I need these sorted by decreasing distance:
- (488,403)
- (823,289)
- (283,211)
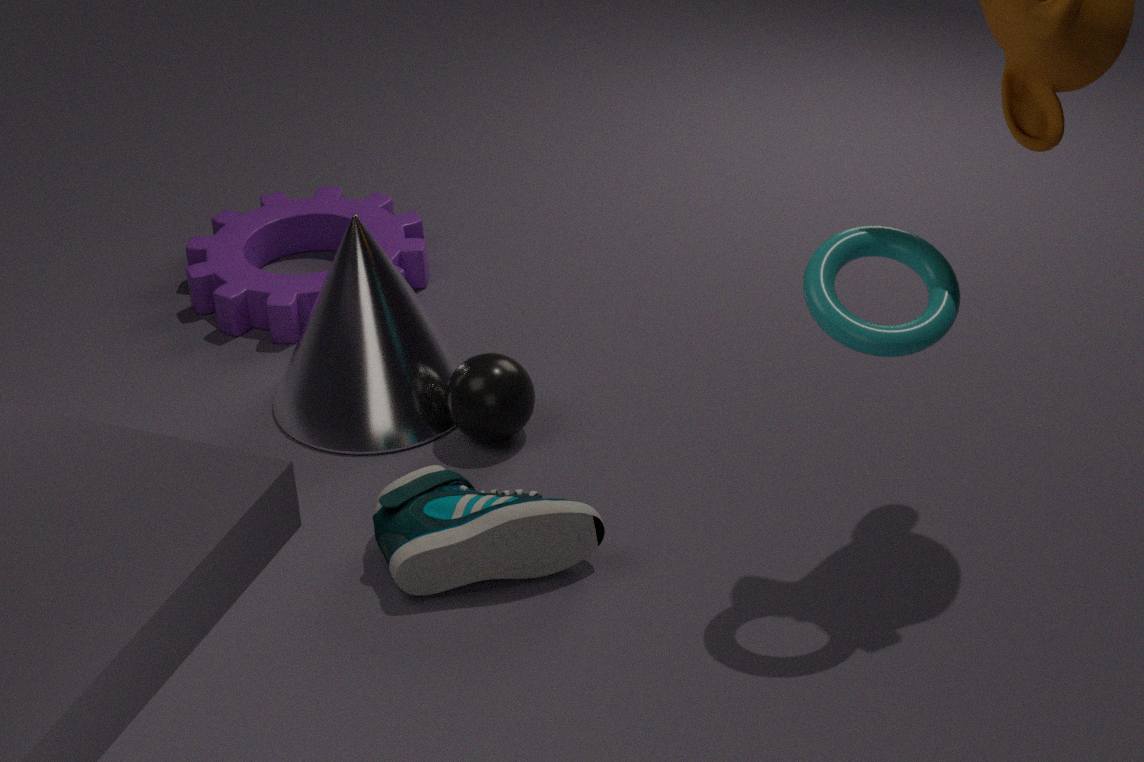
(283,211)
(488,403)
(823,289)
